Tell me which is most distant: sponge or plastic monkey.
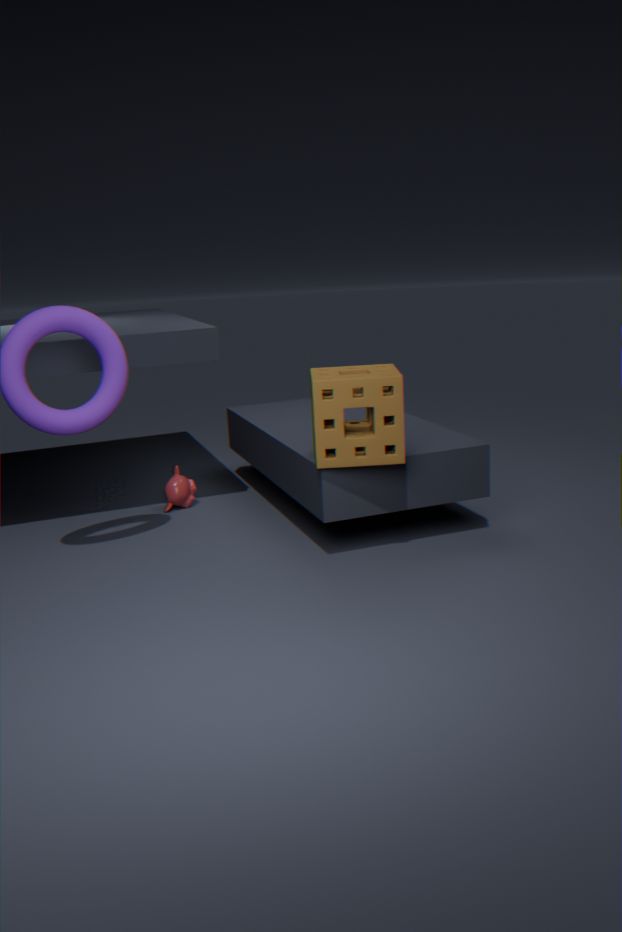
plastic monkey
